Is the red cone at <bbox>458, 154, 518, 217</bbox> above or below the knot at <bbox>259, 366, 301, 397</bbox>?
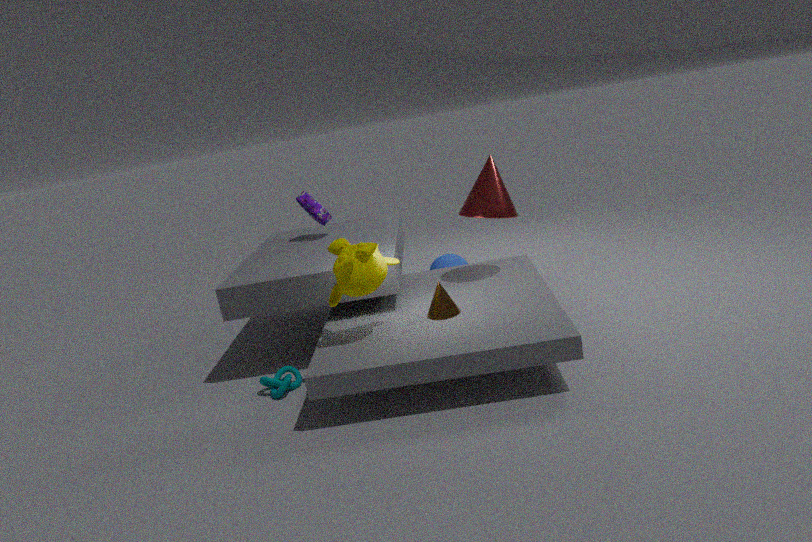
above
